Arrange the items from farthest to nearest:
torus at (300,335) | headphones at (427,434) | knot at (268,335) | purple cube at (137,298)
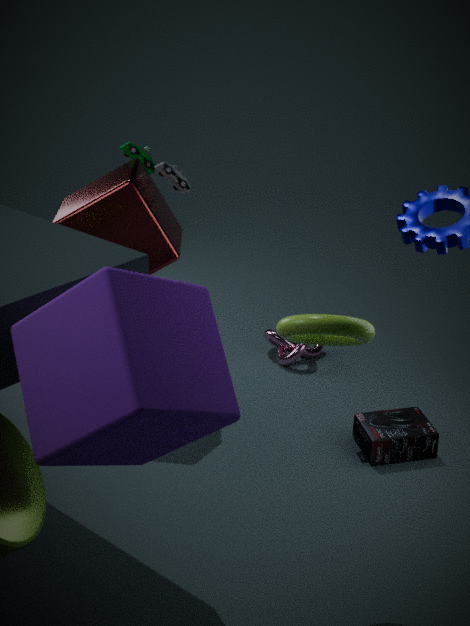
knot at (268,335) → headphones at (427,434) → torus at (300,335) → purple cube at (137,298)
